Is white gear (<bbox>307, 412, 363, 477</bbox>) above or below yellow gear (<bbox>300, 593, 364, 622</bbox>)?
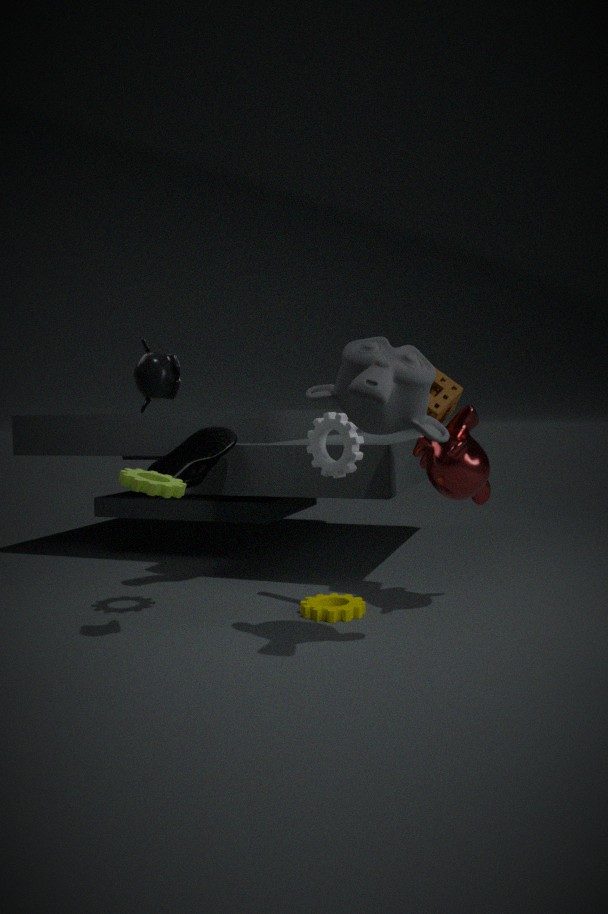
above
